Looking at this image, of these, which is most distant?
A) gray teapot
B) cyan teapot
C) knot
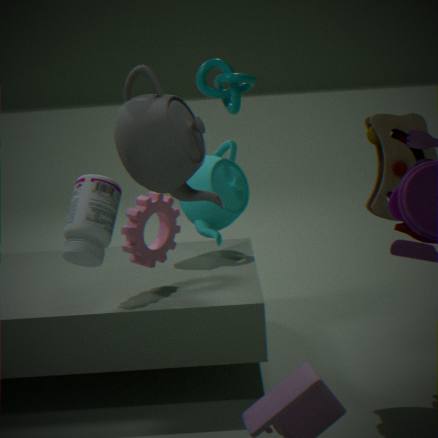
knot
